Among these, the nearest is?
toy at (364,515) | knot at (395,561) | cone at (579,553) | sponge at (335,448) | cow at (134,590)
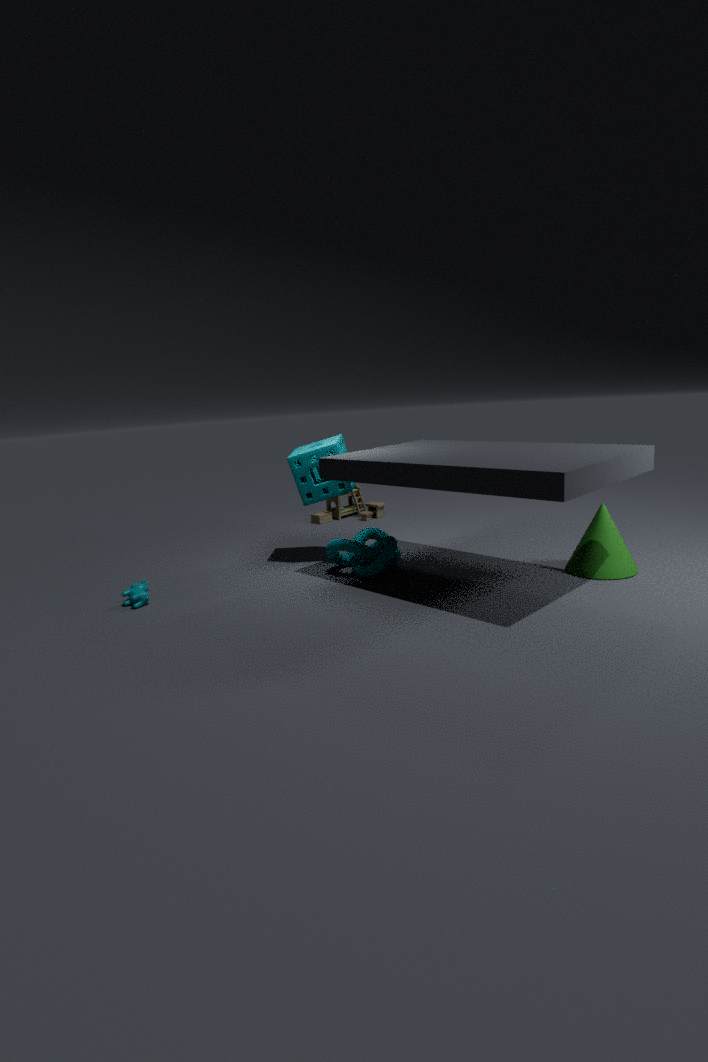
cone at (579,553)
